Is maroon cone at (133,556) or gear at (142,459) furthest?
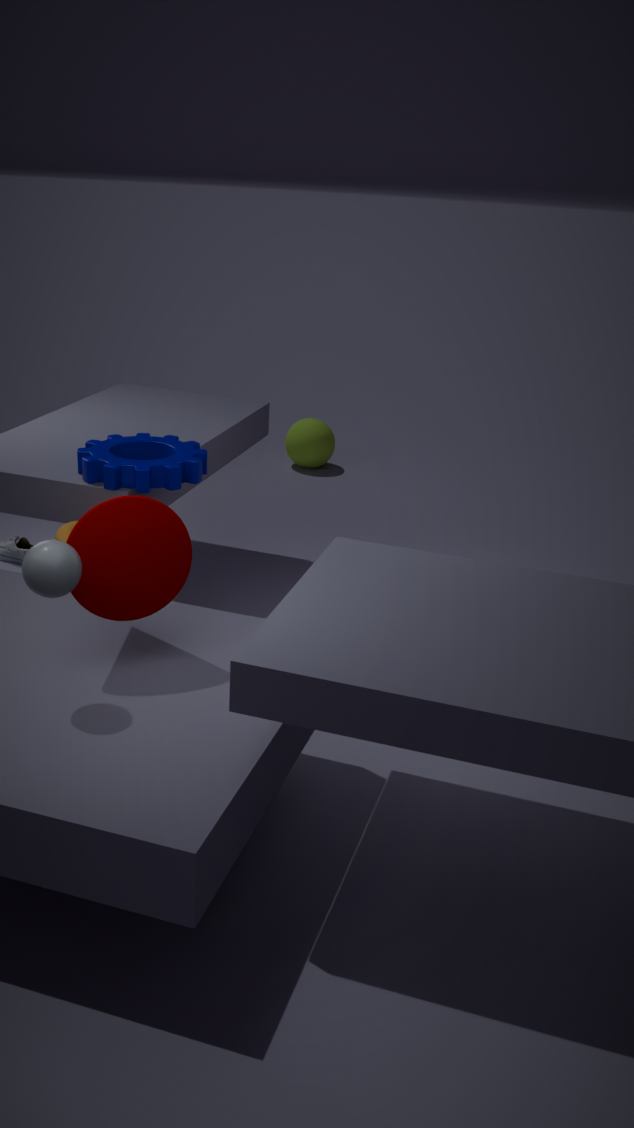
gear at (142,459)
